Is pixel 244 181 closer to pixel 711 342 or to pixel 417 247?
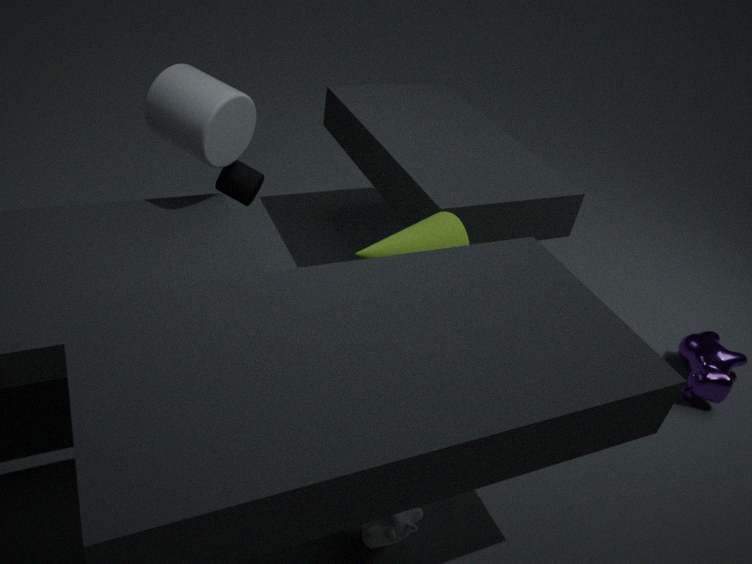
pixel 417 247
